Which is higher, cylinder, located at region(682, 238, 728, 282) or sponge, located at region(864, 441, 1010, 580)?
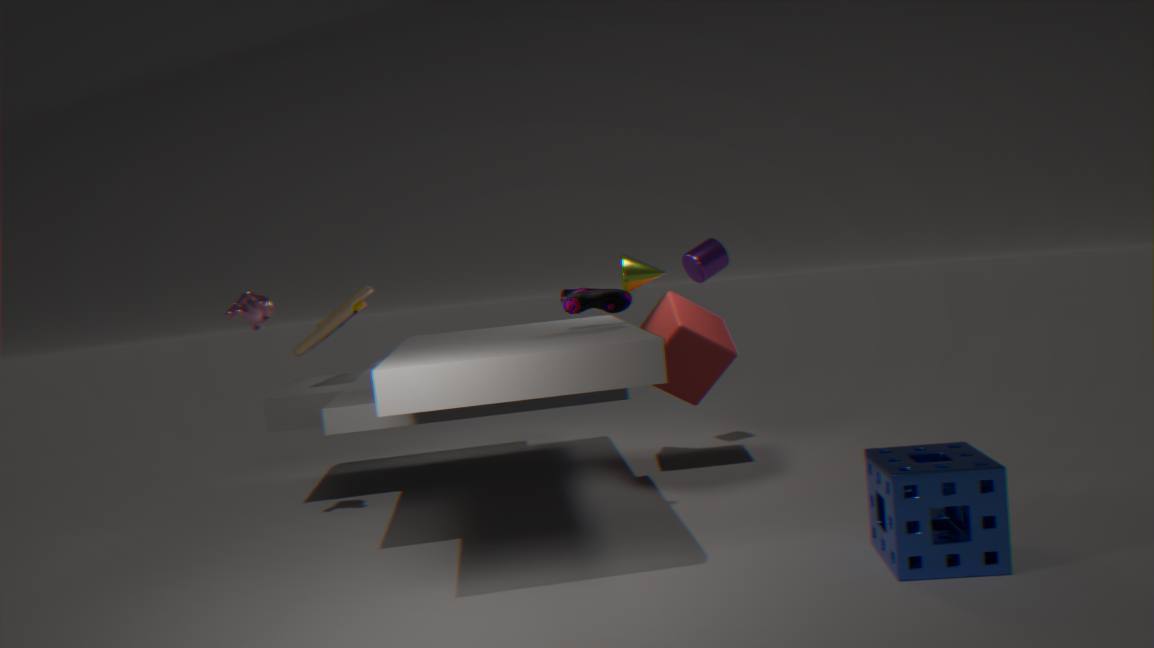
cylinder, located at region(682, 238, 728, 282)
